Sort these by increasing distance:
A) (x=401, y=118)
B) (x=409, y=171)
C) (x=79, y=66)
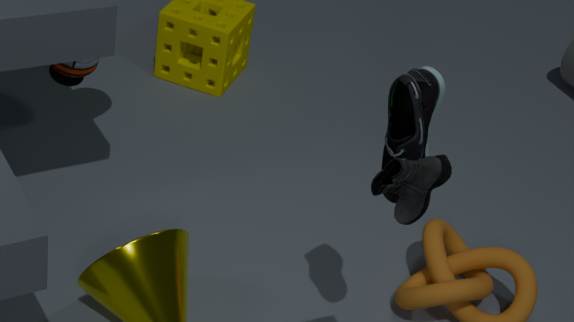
1. (x=409, y=171)
2. (x=401, y=118)
3. (x=79, y=66)
